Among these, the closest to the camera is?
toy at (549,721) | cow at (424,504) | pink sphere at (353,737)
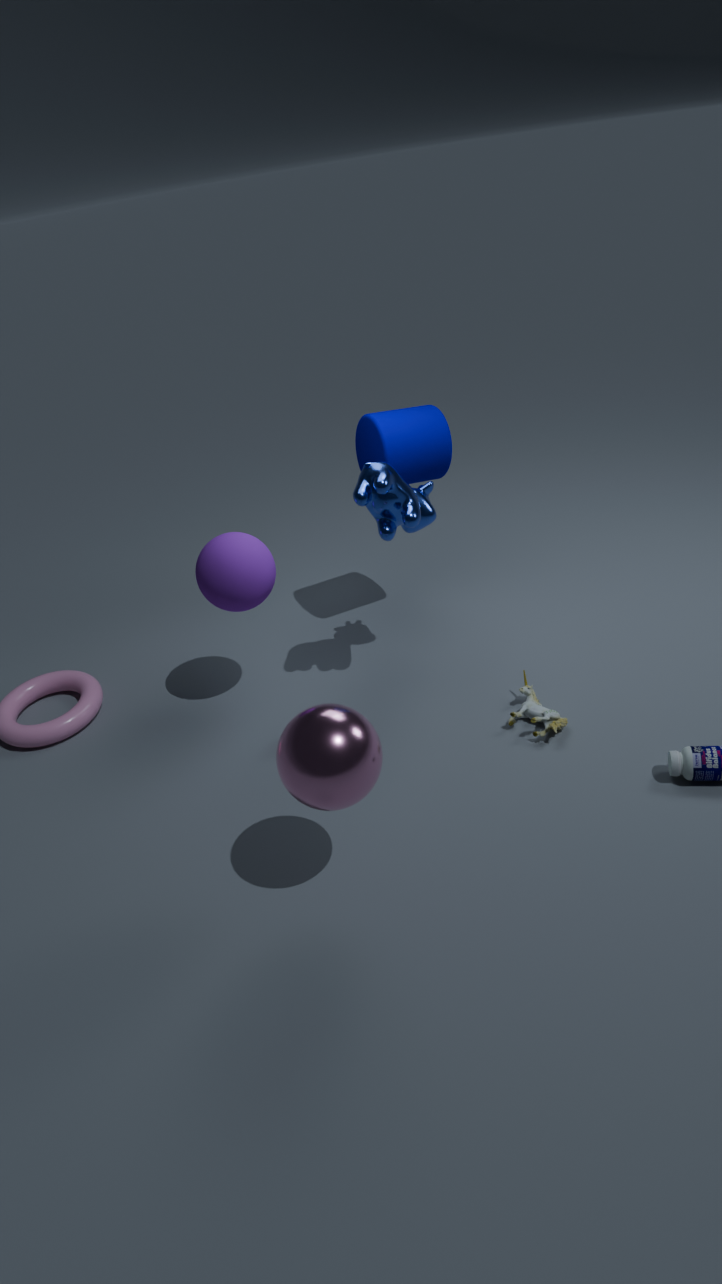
pink sphere at (353,737)
